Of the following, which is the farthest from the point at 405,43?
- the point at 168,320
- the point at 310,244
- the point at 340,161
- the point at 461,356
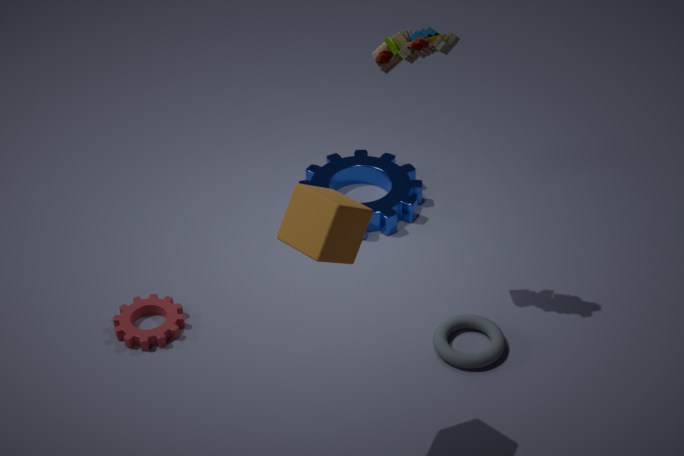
the point at 168,320
